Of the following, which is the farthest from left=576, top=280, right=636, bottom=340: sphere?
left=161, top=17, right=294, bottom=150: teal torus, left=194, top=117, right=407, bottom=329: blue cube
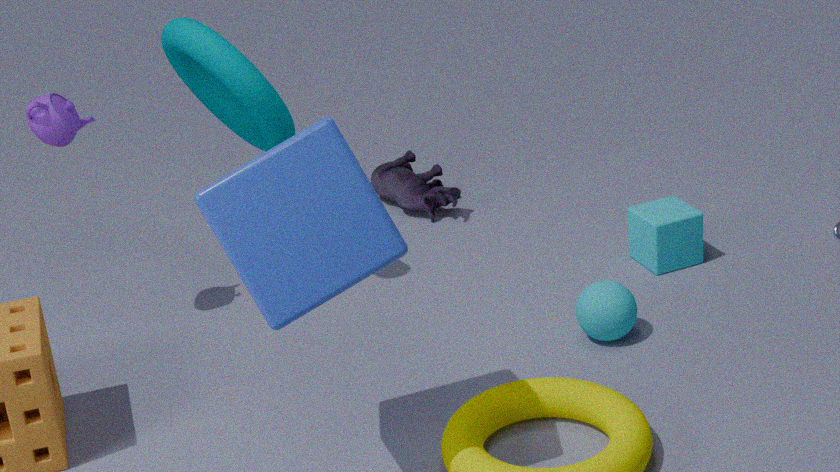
left=161, top=17, right=294, bottom=150: teal torus
